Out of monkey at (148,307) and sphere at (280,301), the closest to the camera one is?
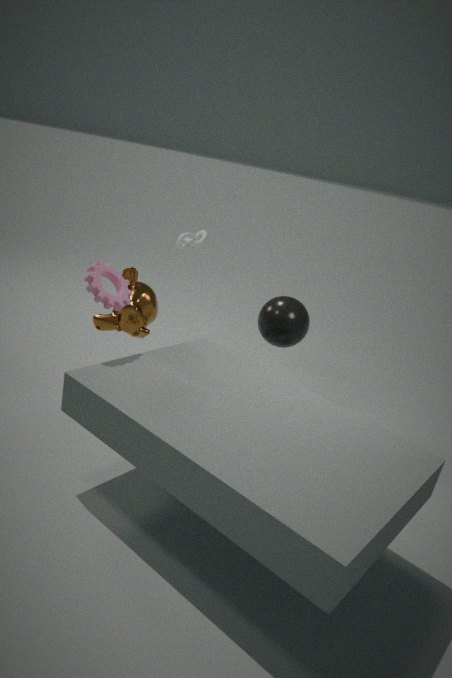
monkey at (148,307)
